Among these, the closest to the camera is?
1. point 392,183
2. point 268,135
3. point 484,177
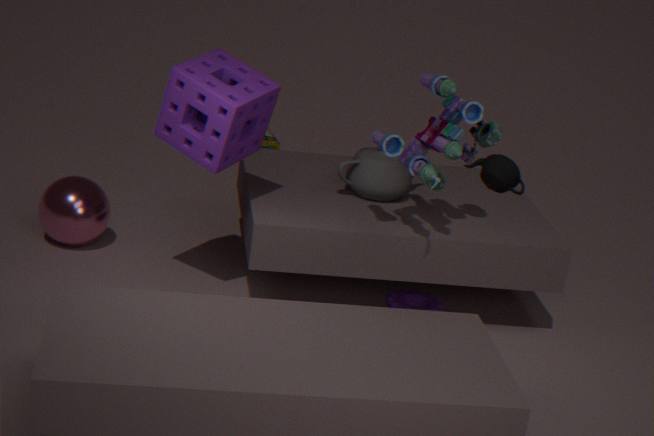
point 484,177
